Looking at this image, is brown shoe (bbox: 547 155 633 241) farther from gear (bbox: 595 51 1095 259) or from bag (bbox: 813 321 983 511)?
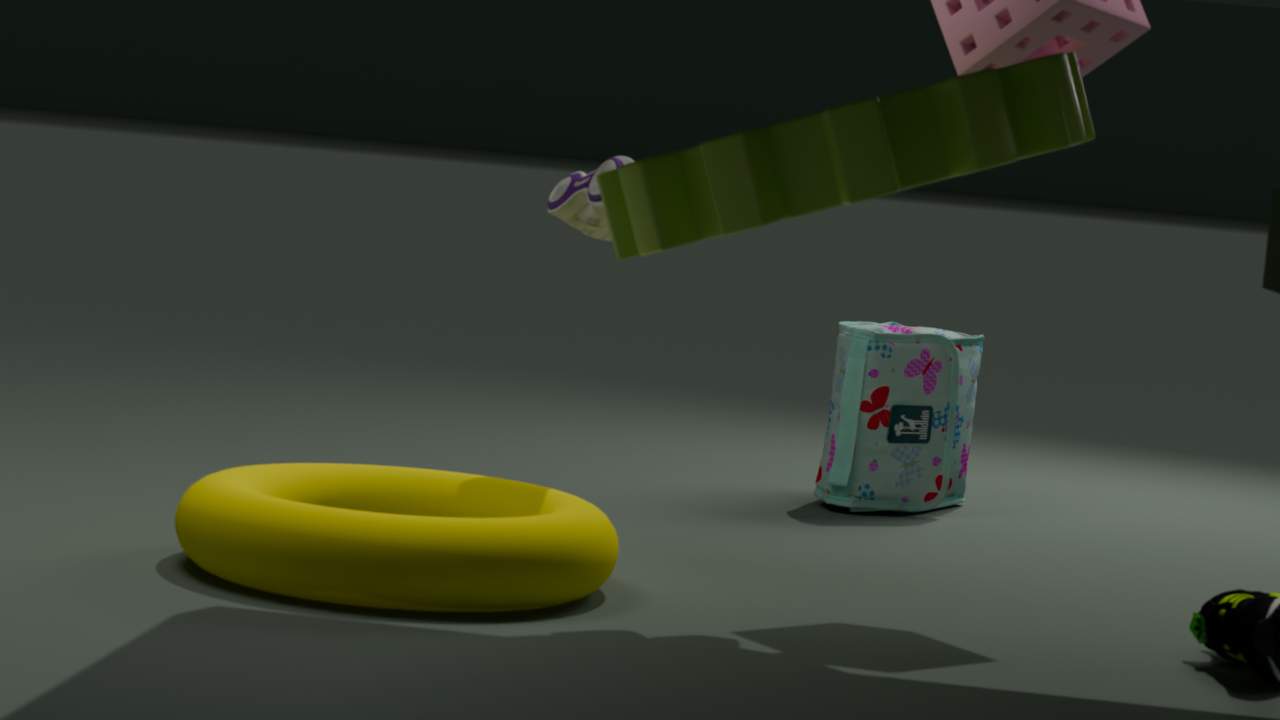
bag (bbox: 813 321 983 511)
